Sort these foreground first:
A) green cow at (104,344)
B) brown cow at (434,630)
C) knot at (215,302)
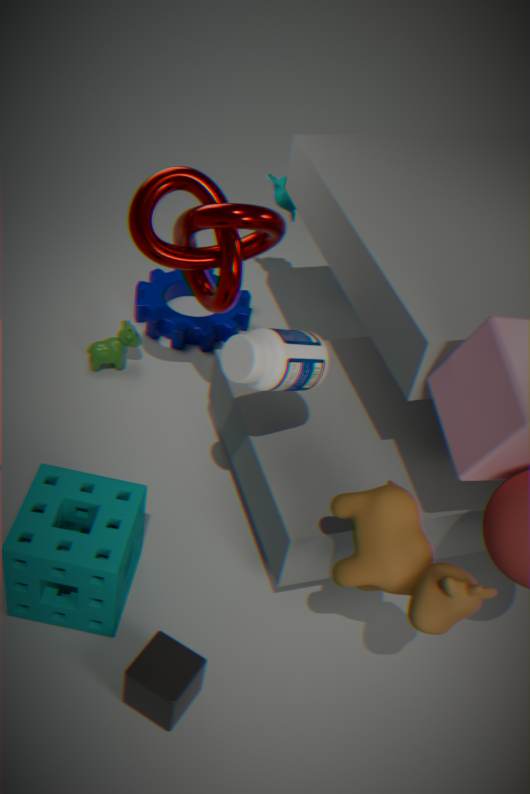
brown cow at (434,630)
knot at (215,302)
green cow at (104,344)
